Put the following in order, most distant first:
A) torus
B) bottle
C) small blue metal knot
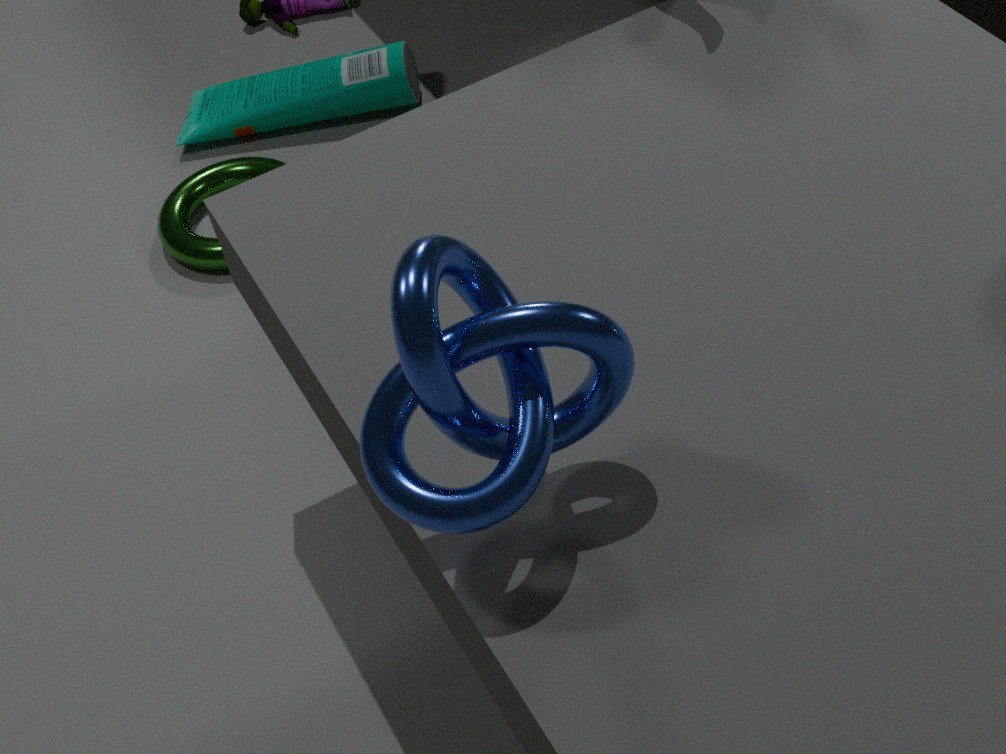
B. bottle < A. torus < C. small blue metal knot
